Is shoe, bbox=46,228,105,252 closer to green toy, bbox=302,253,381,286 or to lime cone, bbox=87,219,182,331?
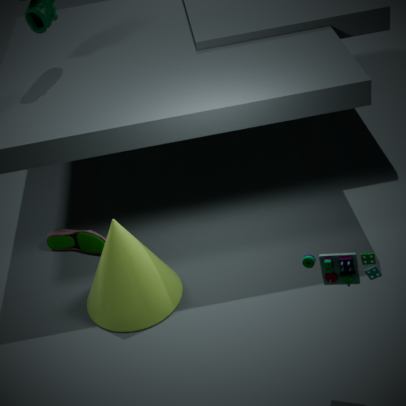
lime cone, bbox=87,219,182,331
